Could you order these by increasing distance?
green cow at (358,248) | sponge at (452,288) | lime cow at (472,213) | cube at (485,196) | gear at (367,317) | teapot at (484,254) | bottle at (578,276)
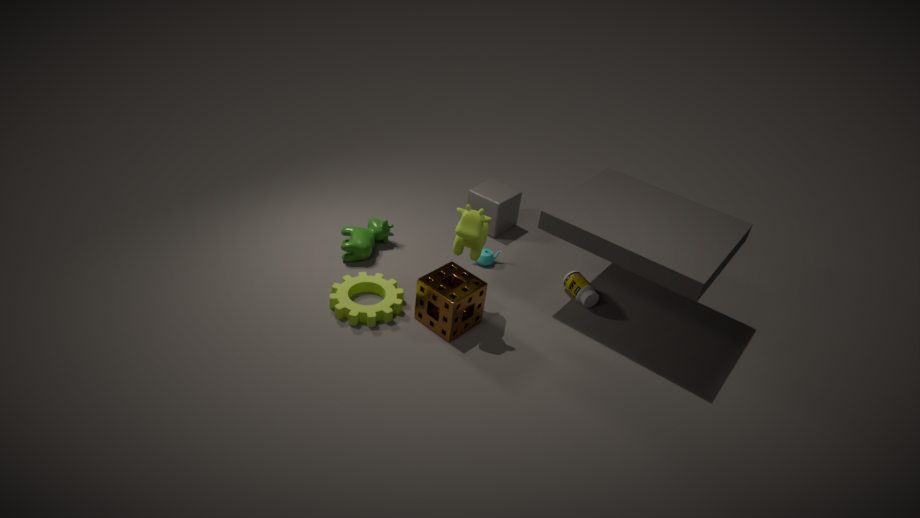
lime cow at (472,213), sponge at (452,288), gear at (367,317), bottle at (578,276), green cow at (358,248), teapot at (484,254), cube at (485,196)
